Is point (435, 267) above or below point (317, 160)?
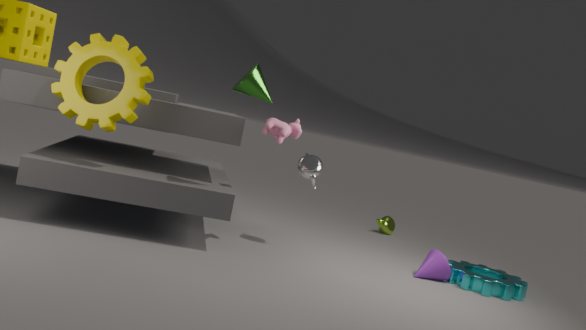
below
